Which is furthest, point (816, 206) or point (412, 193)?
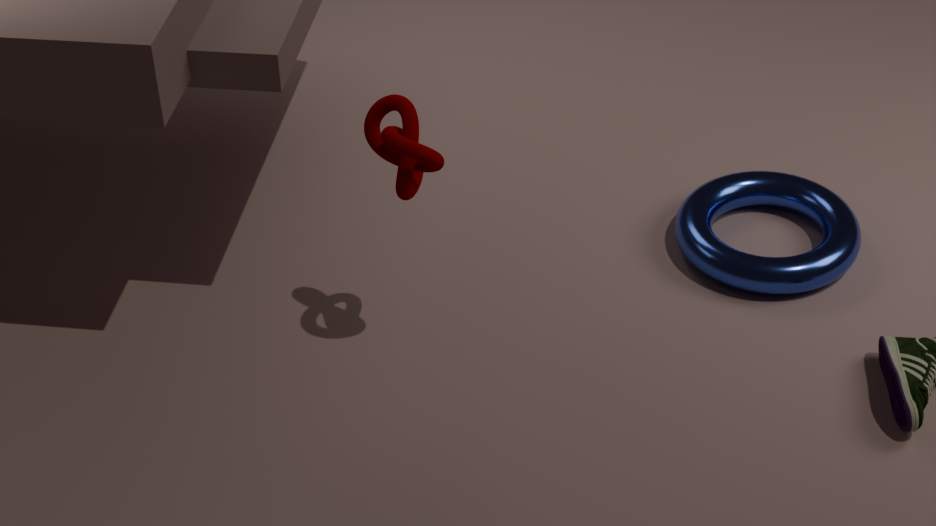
point (816, 206)
